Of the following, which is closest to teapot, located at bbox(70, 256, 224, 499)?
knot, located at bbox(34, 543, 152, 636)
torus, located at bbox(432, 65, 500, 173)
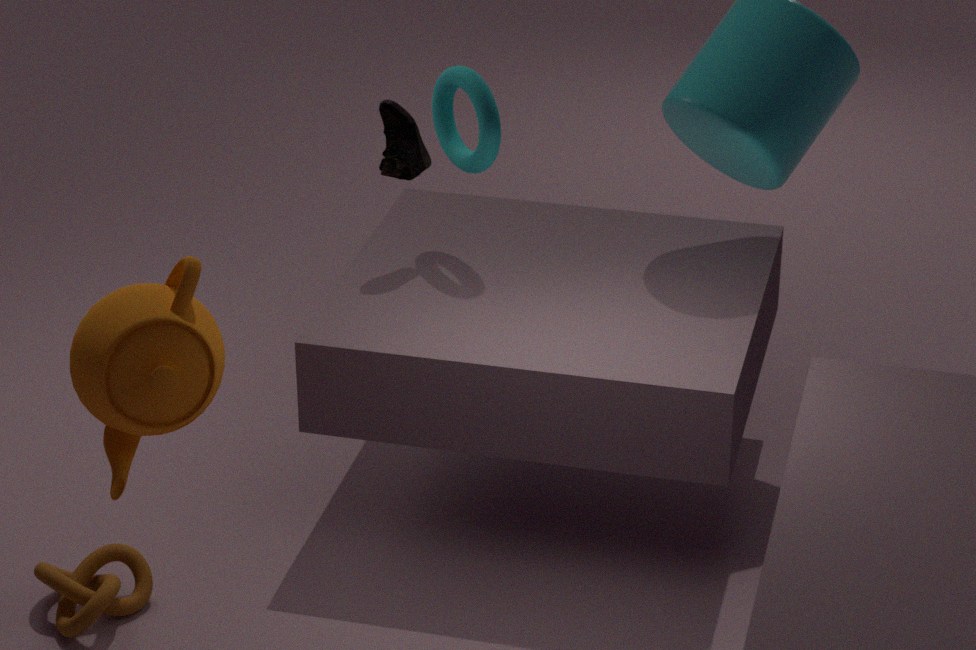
knot, located at bbox(34, 543, 152, 636)
